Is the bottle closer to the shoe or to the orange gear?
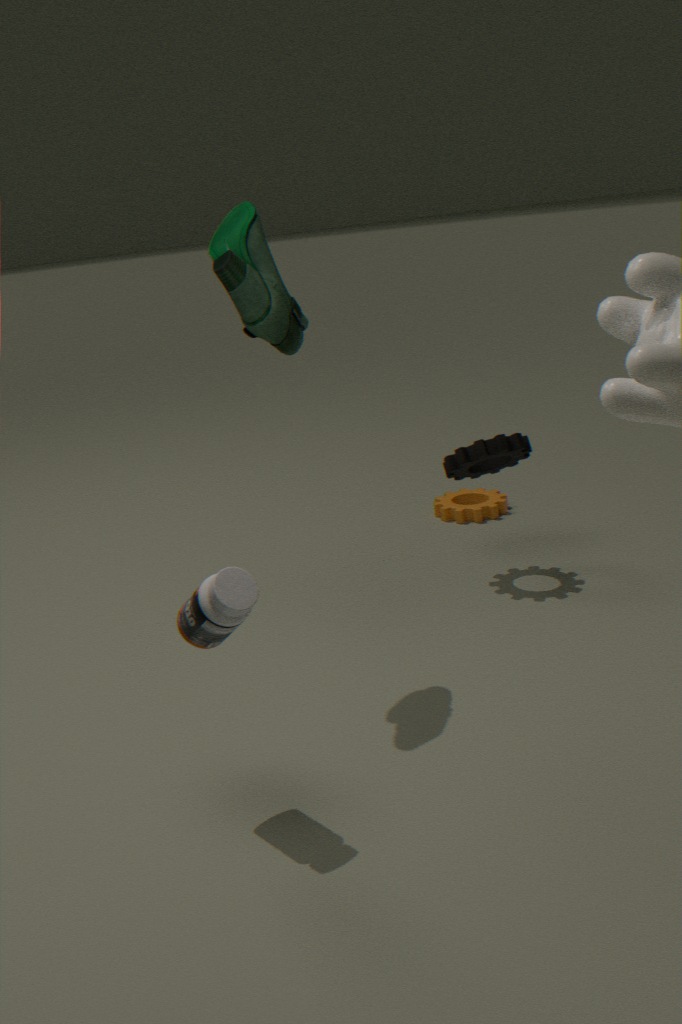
the shoe
